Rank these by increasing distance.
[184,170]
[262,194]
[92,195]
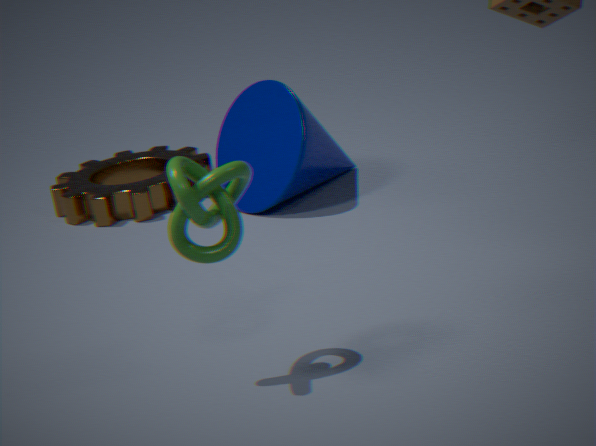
[184,170]
[262,194]
[92,195]
